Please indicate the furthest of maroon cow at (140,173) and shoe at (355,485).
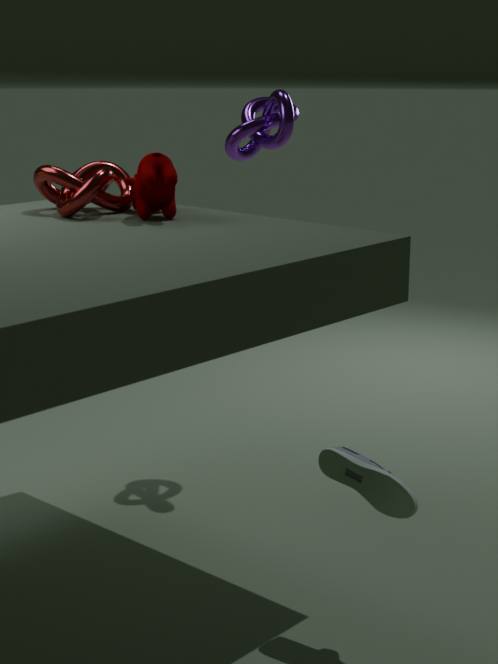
maroon cow at (140,173)
